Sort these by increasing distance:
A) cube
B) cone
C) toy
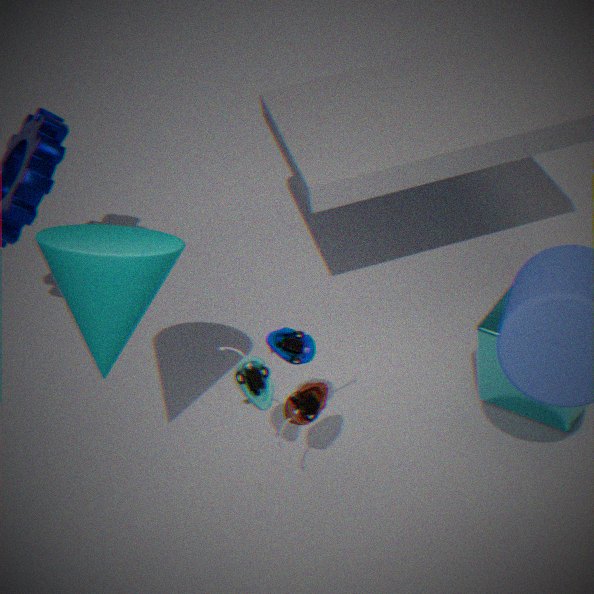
B. cone, C. toy, A. cube
